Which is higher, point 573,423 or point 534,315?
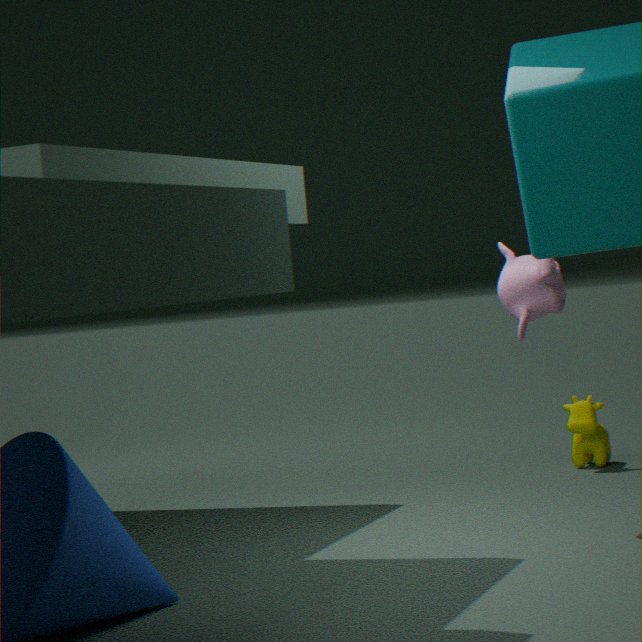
point 534,315
